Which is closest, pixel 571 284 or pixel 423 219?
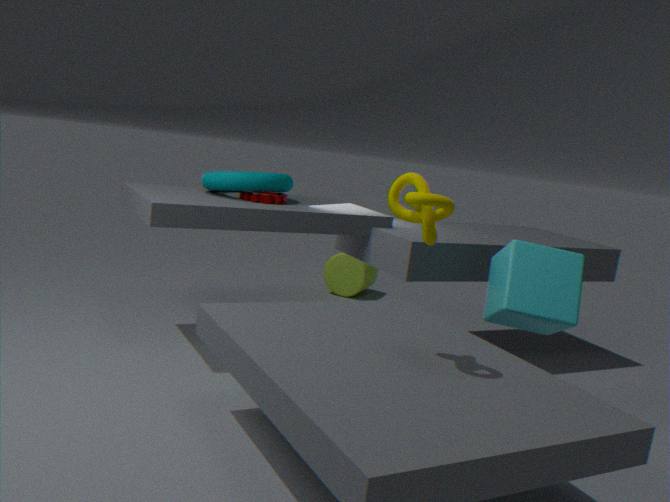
pixel 423 219
